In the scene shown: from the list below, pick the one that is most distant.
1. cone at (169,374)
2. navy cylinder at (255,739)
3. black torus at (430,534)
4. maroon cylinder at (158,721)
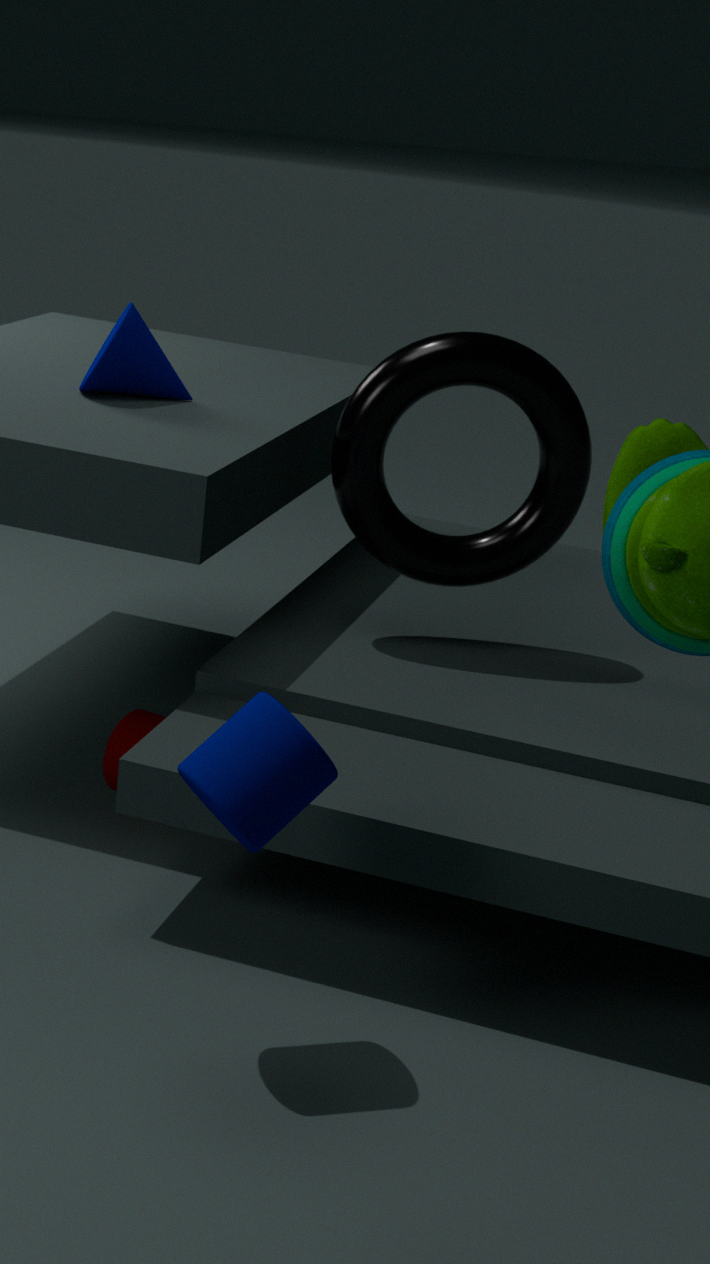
cone at (169,374)
